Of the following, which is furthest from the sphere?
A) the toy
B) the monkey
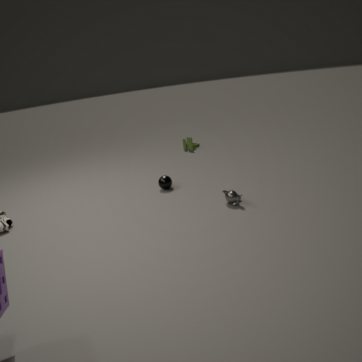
the toy
